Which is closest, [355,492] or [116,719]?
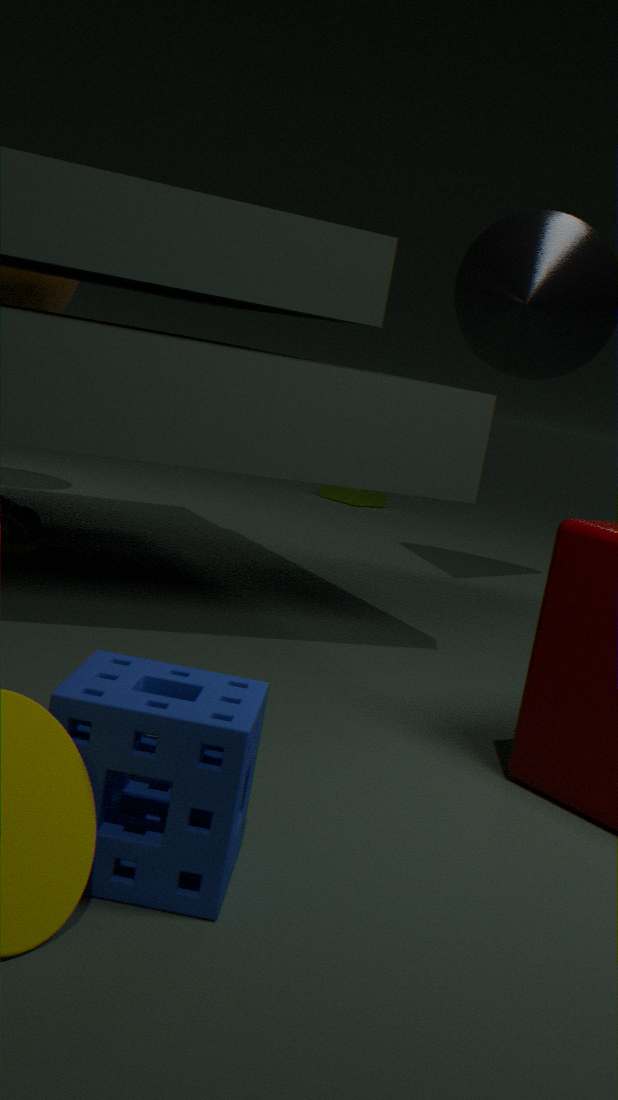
[116,719]
